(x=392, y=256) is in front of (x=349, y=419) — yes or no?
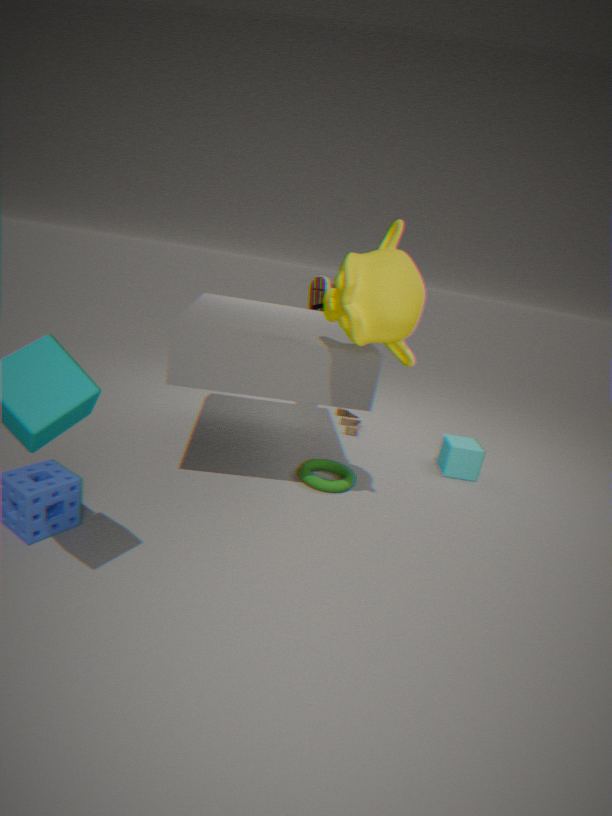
Yes
